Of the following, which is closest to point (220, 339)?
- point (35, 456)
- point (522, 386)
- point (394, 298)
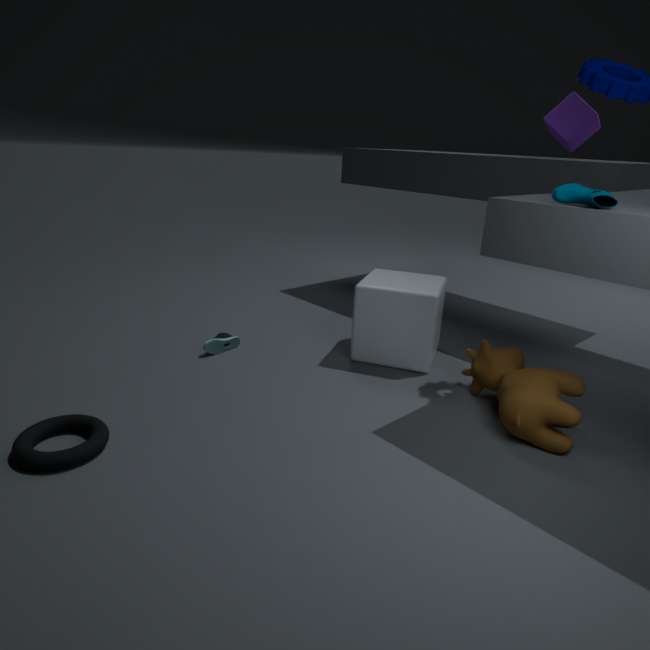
point (394, 298)
